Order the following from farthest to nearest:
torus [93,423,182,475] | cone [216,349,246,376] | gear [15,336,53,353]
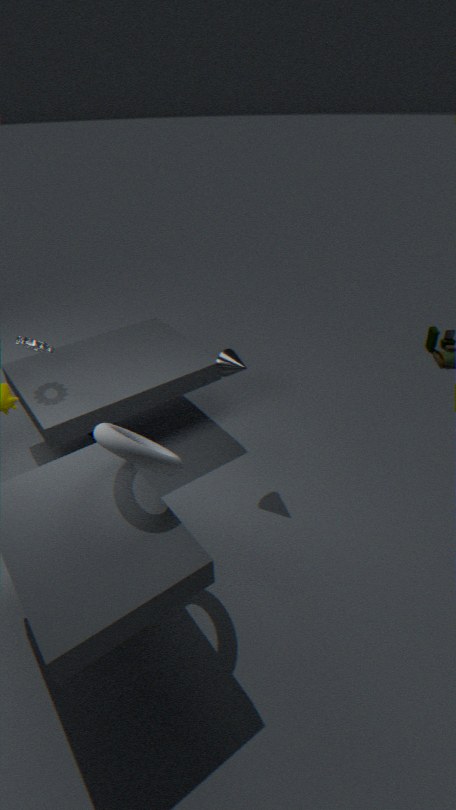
gear [15,336,53,353], cone [216,349,246,376], torus [93,423,182,475]
